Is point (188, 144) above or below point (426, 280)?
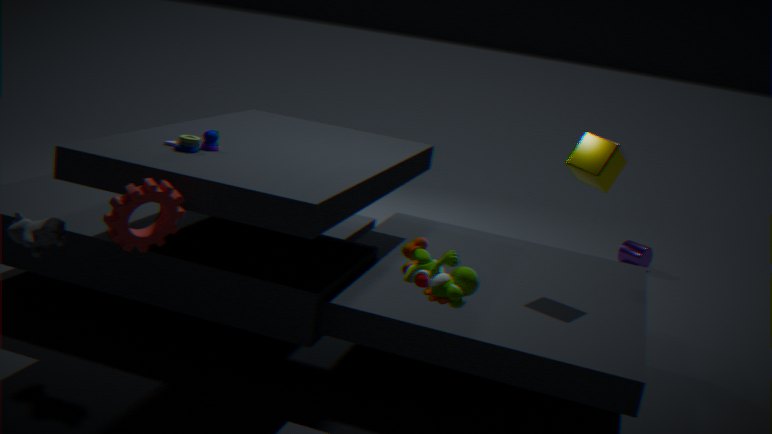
above
